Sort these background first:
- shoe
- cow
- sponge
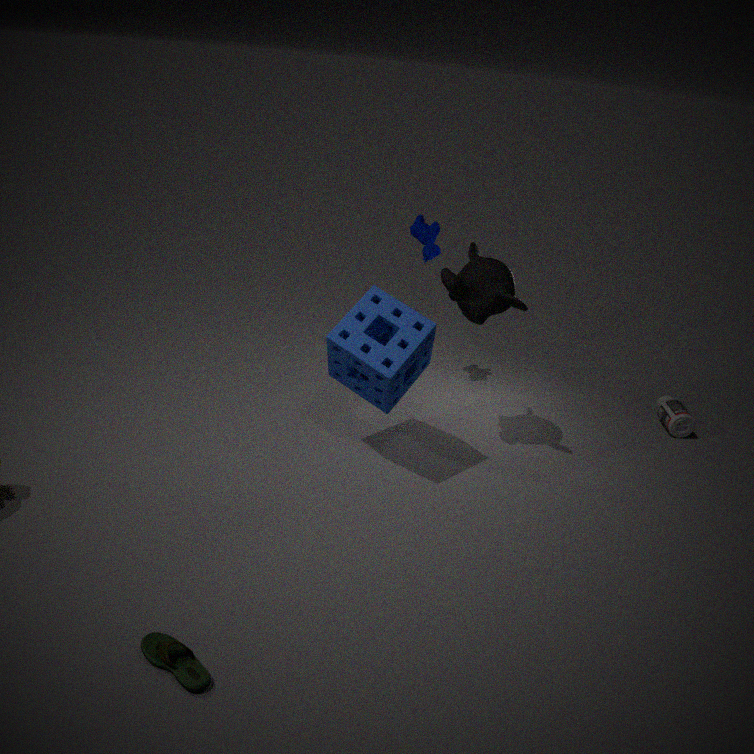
cow → sponge → shoe
